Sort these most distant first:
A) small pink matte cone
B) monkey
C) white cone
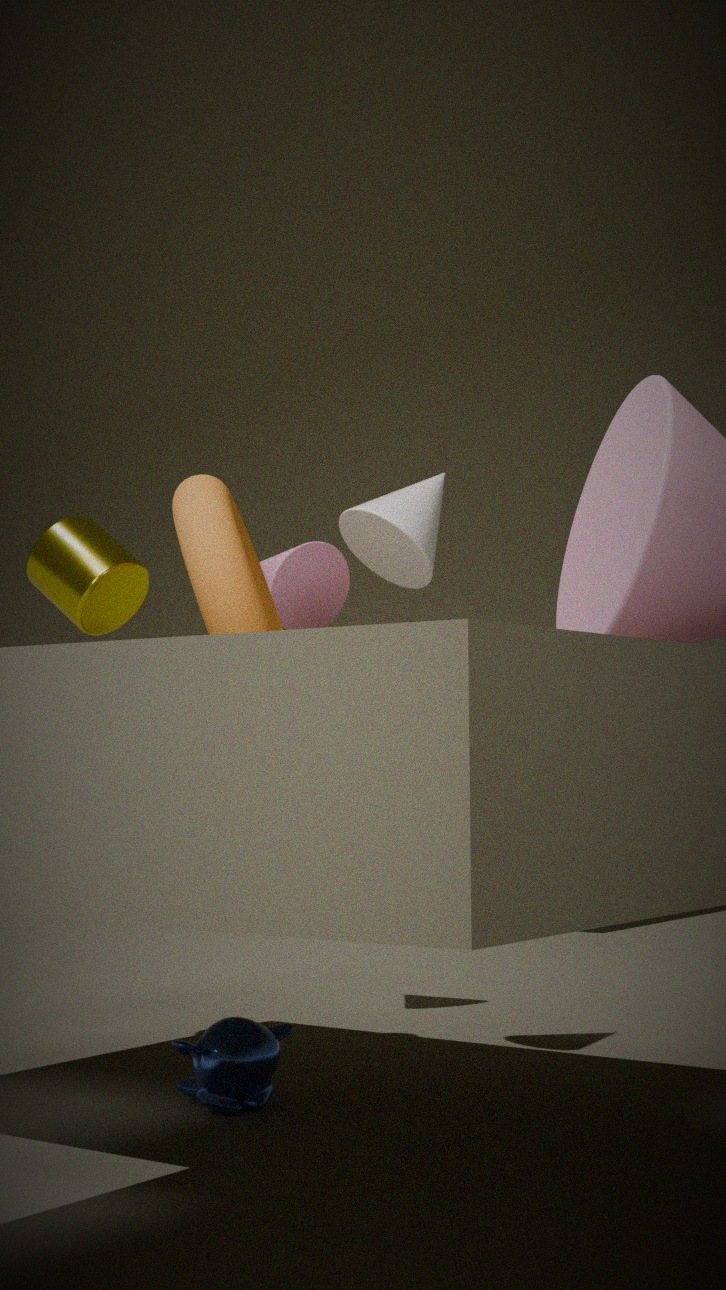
small pink matte cone
white cone
monkey
